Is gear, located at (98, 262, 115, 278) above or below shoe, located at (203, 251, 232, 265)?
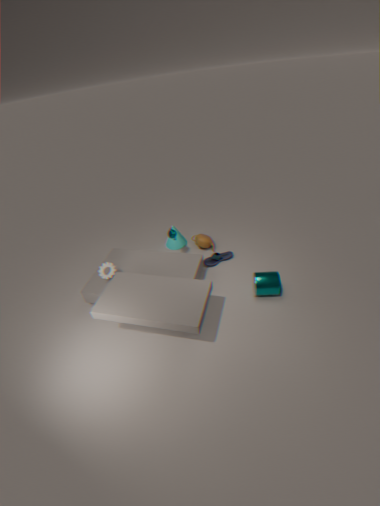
above
